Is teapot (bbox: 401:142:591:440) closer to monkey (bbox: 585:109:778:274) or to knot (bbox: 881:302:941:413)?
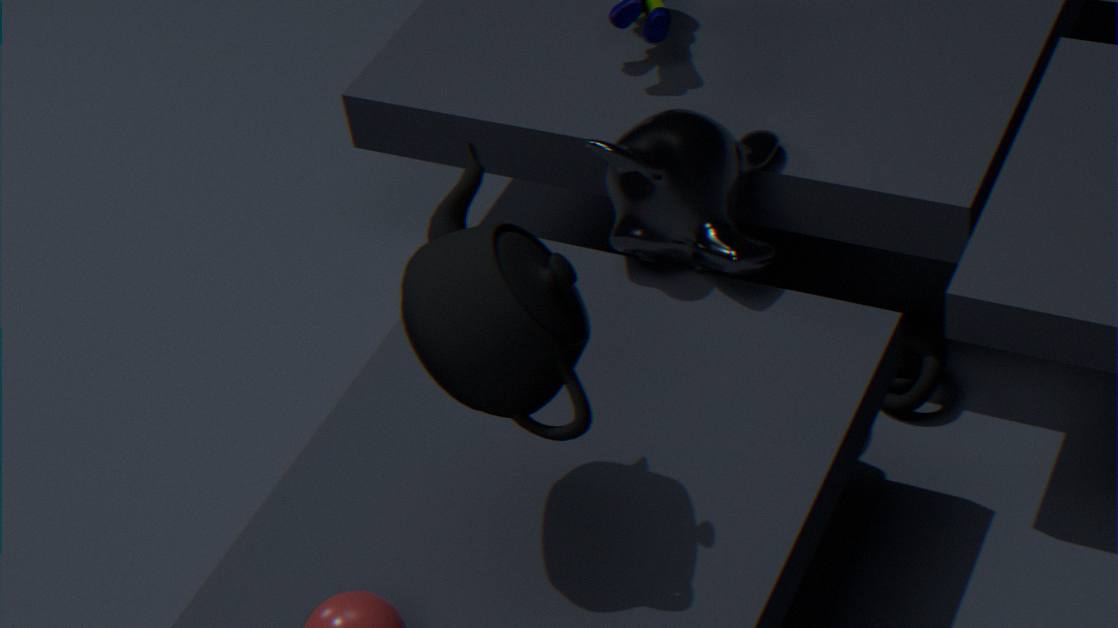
monkey (bbox: 585:109:778:274)
